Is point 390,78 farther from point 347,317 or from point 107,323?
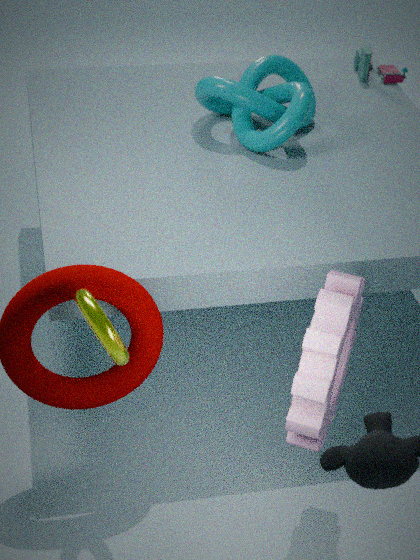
point 107,323
